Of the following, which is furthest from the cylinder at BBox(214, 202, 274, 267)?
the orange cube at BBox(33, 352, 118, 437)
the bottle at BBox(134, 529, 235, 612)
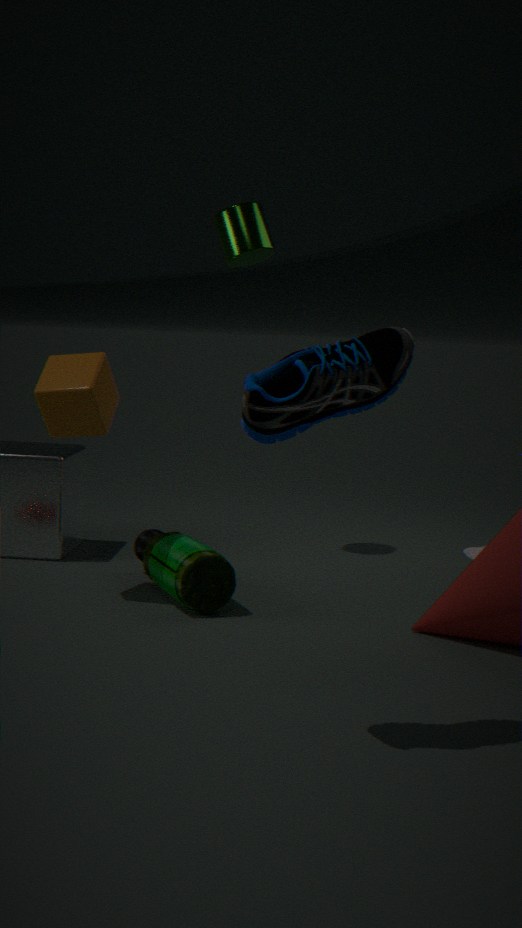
the bottle at BBox(134, 529, 235, 612)
